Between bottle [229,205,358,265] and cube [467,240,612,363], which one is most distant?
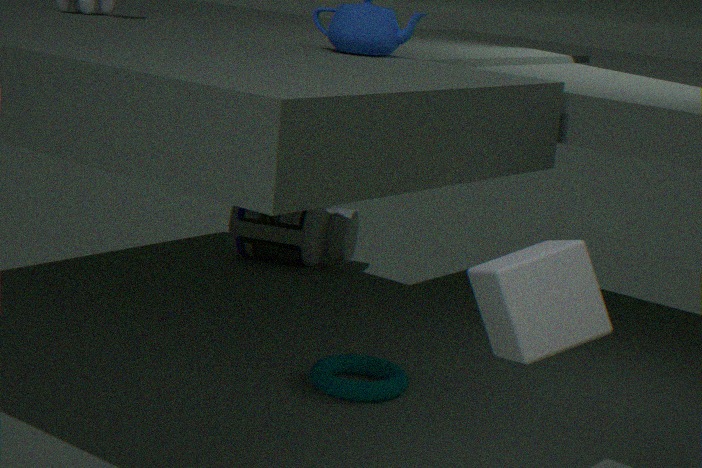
bottle [229,205,358,265]
